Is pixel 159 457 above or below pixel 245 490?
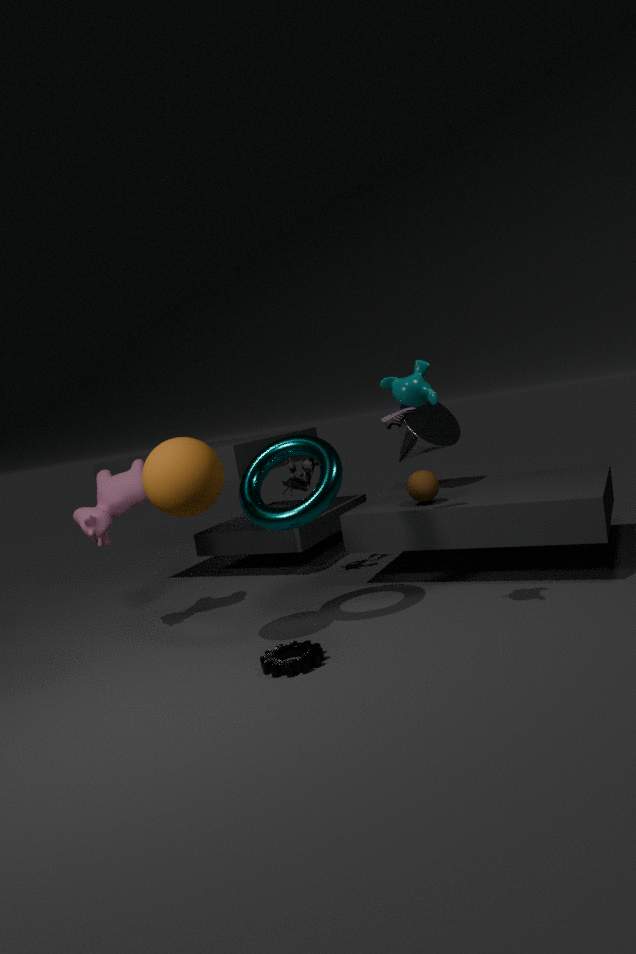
above
